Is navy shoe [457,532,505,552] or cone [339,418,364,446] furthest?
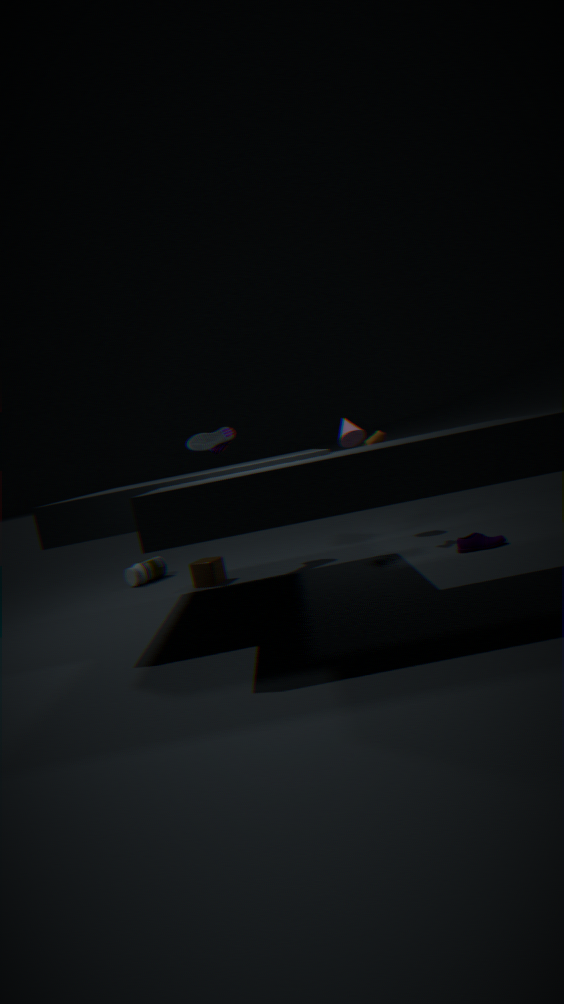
cone [339,418,364,446]
